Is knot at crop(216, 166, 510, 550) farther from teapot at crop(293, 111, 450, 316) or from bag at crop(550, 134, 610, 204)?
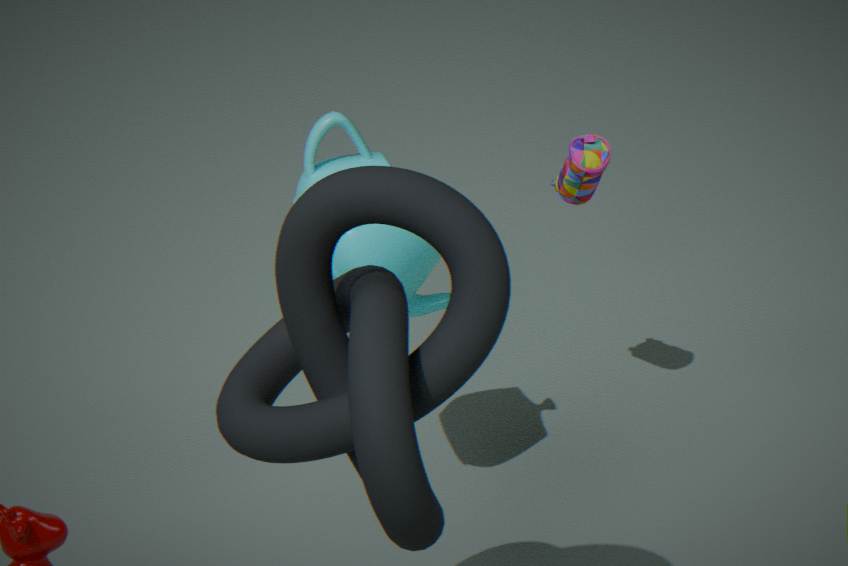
bag at crop(550, 134, 610, 204)
